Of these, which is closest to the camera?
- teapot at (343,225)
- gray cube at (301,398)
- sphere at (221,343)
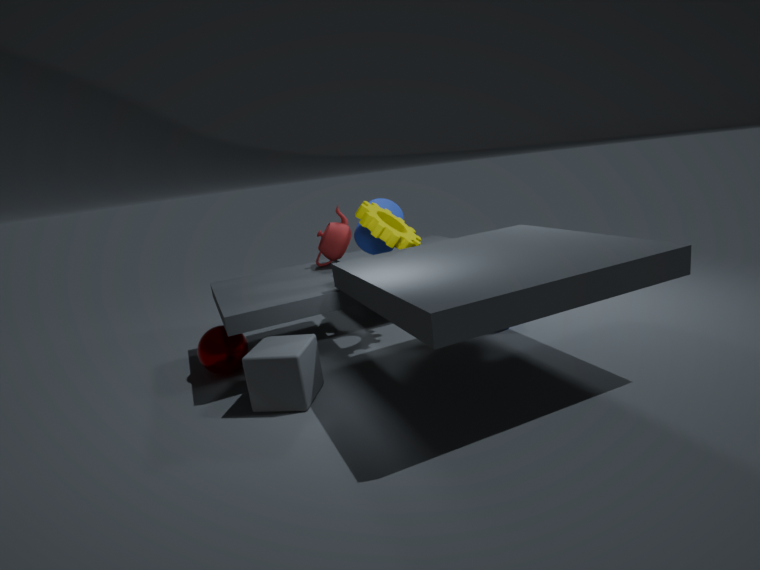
gray cube at (301,398)
